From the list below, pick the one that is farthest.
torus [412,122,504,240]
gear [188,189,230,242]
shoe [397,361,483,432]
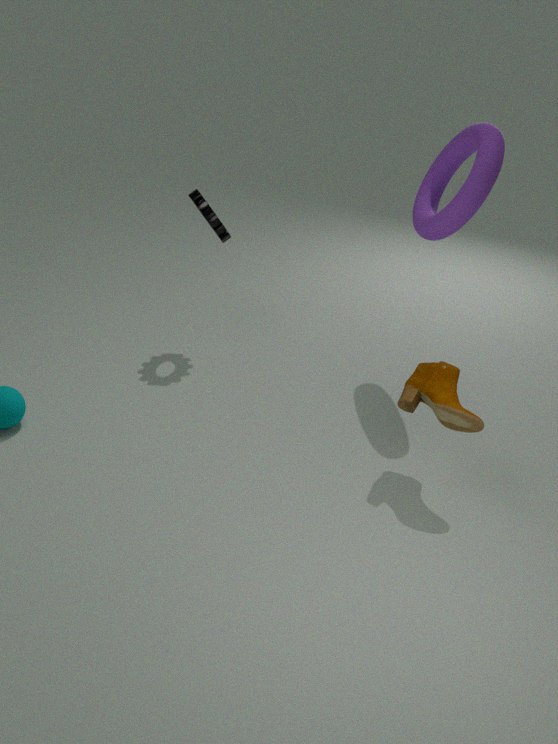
gear [188,189,230,242]
